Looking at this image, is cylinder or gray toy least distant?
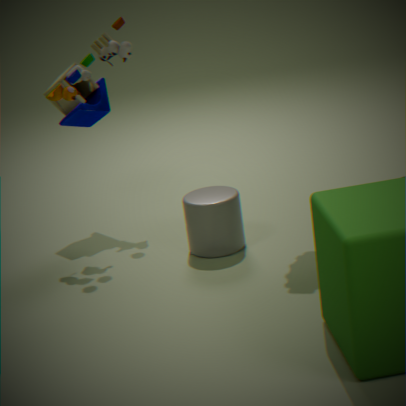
cylinder
